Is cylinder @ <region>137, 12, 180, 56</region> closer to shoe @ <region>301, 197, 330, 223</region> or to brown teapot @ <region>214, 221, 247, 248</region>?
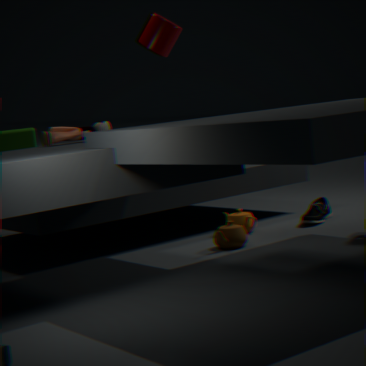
brown teapot @ <region>214, 221, 247, 248</region>
